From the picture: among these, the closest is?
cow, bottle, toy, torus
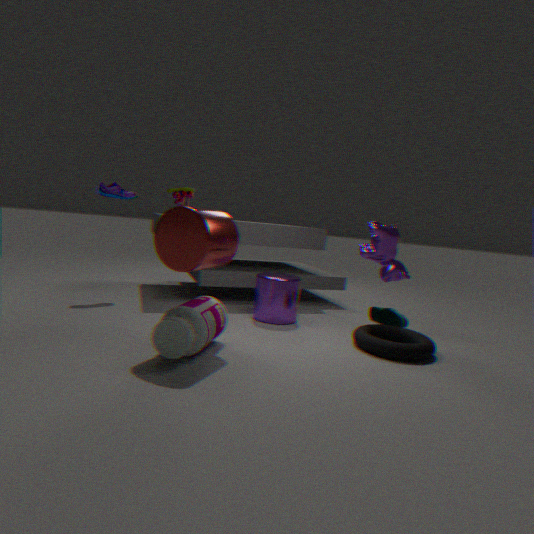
bottle
